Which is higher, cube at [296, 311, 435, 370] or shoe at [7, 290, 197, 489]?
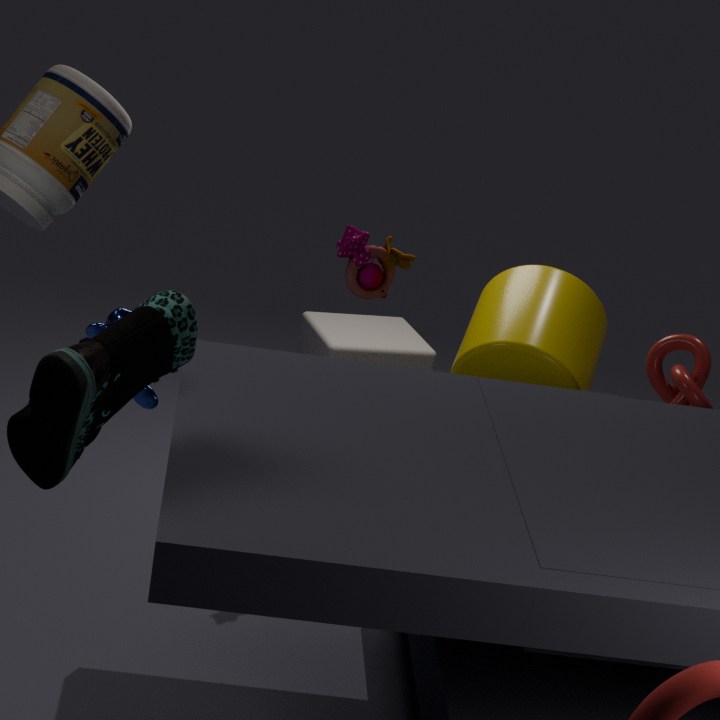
shoe at [7, 290, 197, 489]
